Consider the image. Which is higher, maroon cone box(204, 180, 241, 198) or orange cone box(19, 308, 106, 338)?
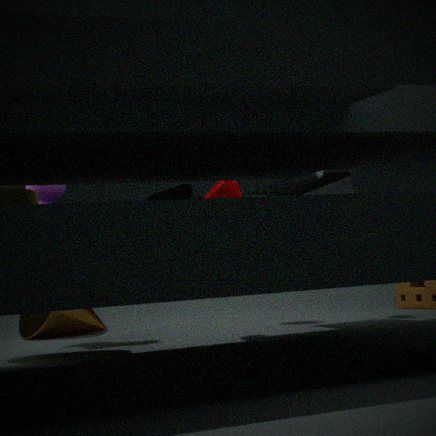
maroon cone box(204, 180, 241, 198)
